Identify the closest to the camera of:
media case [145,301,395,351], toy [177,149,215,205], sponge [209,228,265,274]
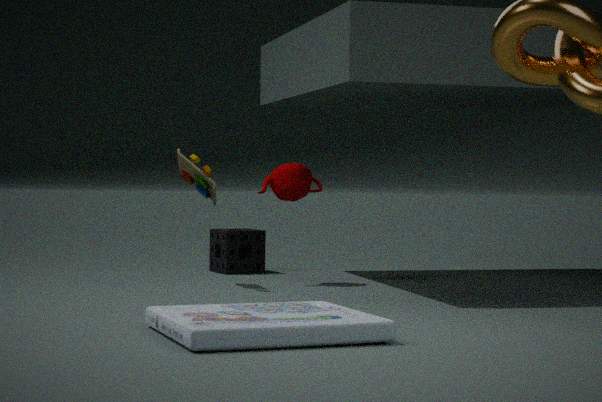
media case [145,301,395,351]
